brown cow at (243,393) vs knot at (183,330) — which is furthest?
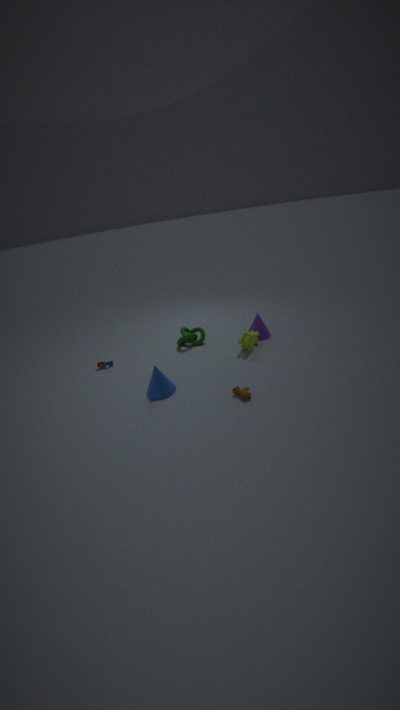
knot at (183,330)
